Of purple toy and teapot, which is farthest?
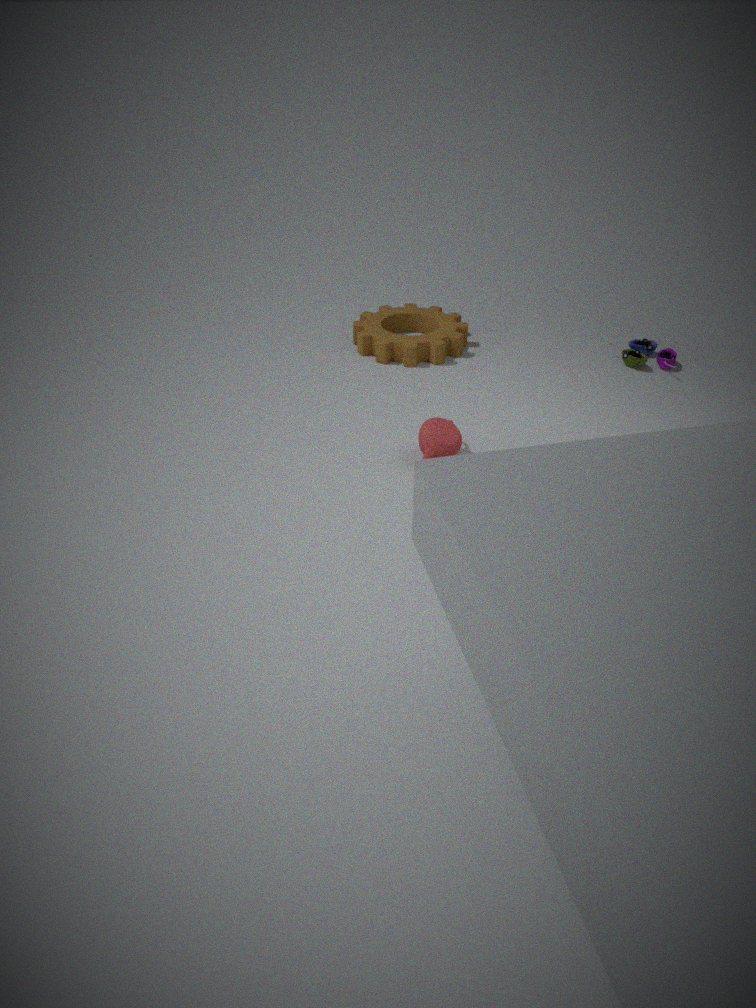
purple toy
